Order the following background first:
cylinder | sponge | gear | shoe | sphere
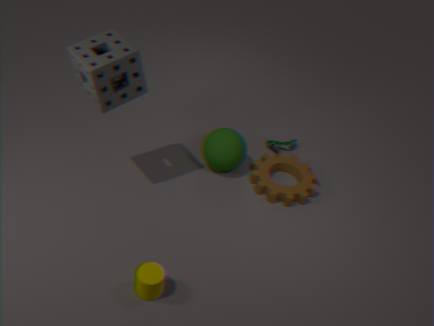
shoe
sphere
gear
sponge
cylinder
